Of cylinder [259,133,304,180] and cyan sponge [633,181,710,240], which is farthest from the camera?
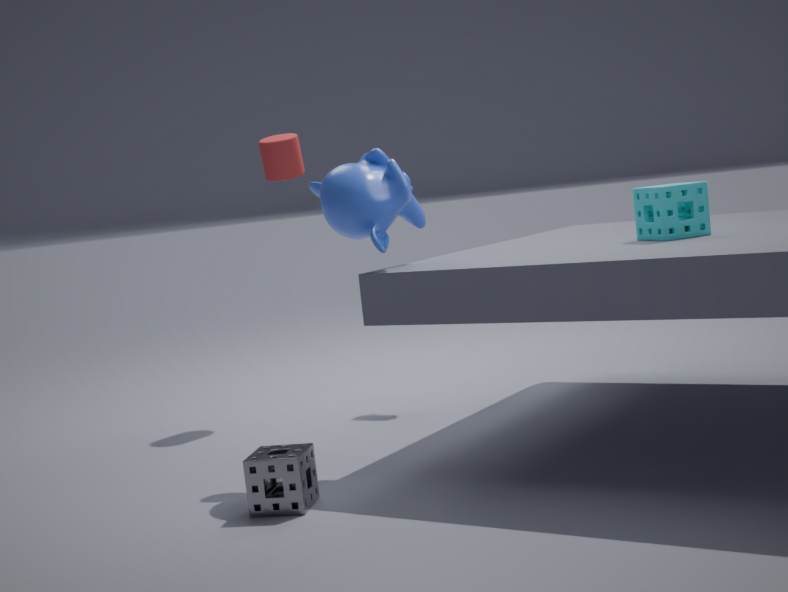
cylinder [259,133,304,180]
